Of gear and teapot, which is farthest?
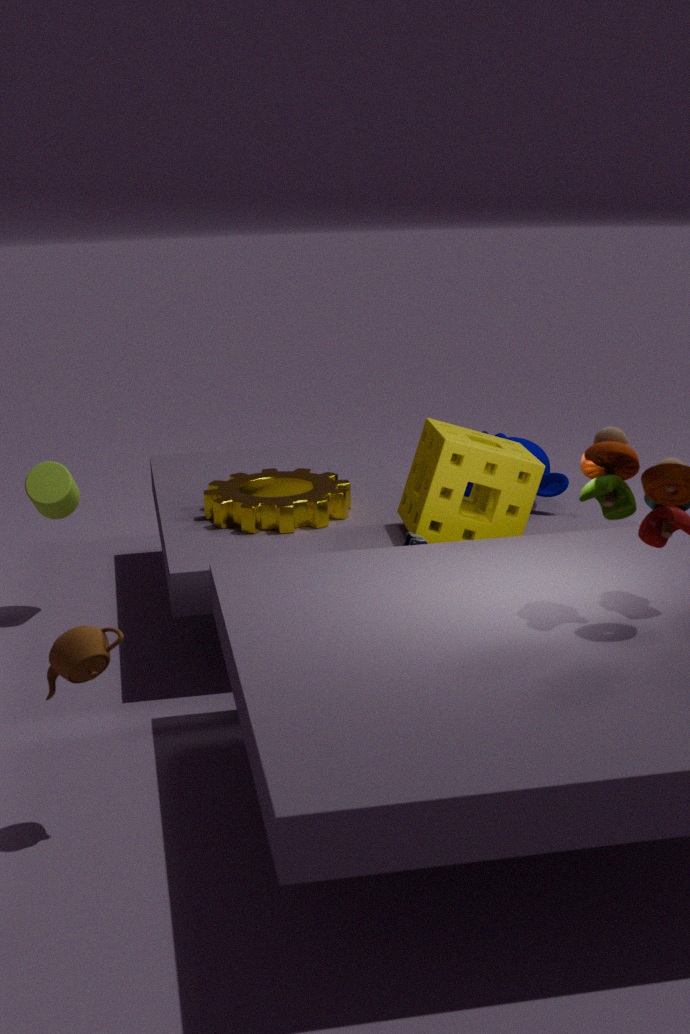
gear
